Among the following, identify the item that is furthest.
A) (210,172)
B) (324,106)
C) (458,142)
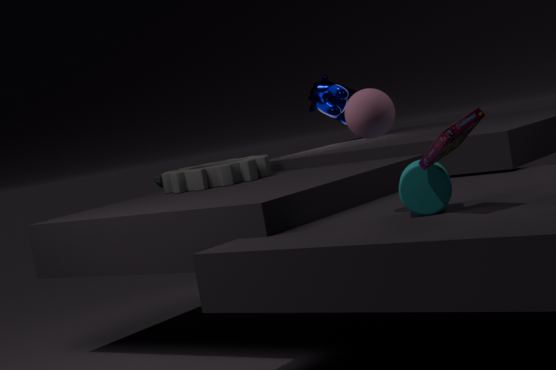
(324,106)
